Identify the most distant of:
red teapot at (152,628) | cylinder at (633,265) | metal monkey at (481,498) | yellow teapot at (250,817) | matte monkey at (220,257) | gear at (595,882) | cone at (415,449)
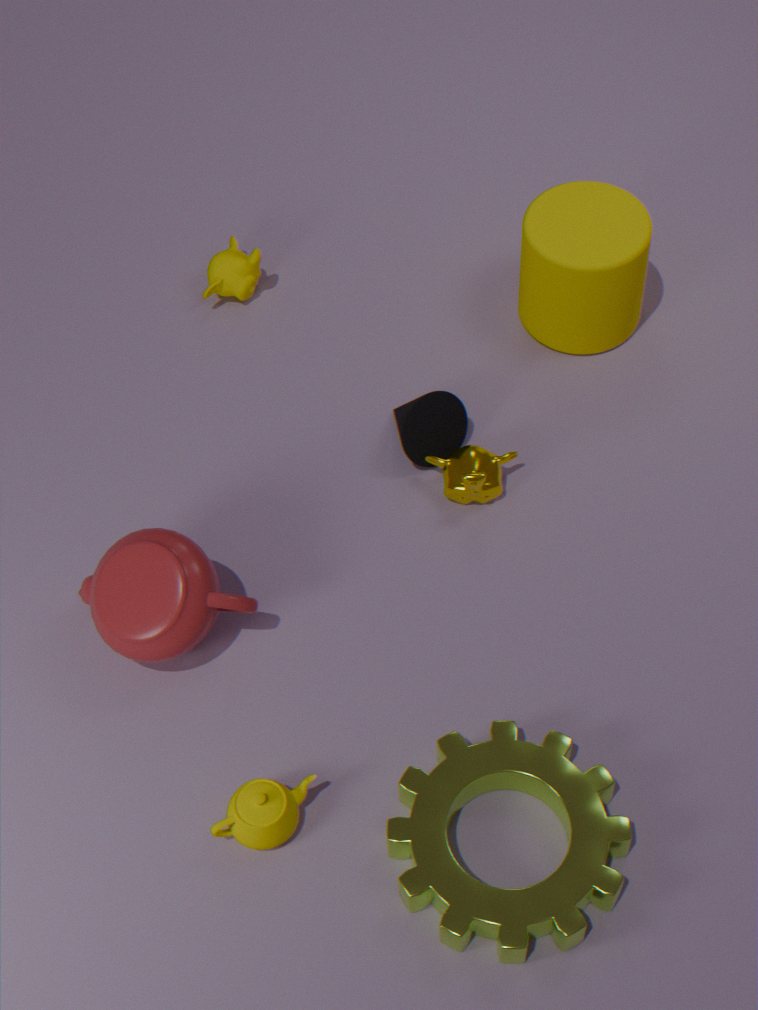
matte monkey at (220,257)
